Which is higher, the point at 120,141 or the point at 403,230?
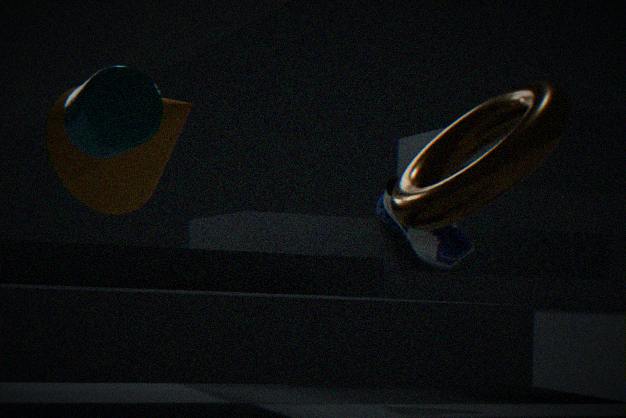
the point at 120,141
